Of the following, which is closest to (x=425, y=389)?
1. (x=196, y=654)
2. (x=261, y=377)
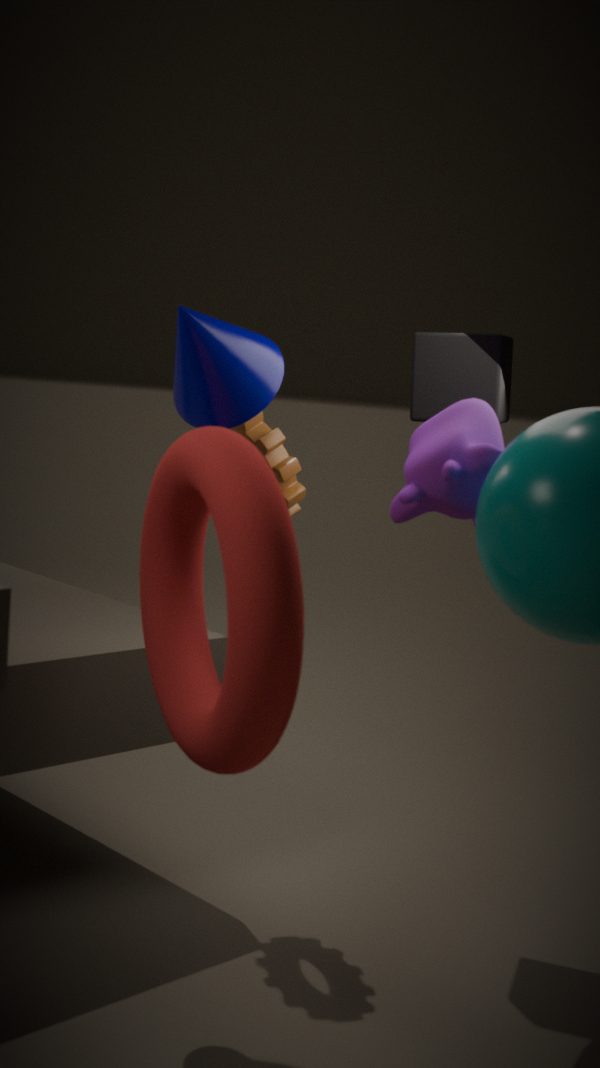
(x=261, y=377)
